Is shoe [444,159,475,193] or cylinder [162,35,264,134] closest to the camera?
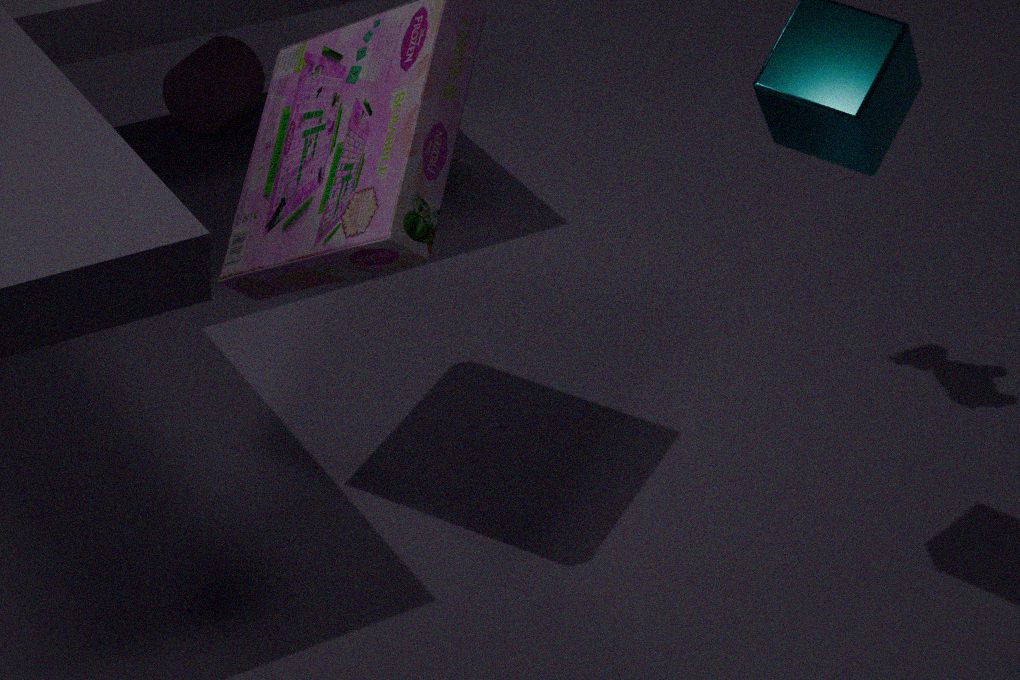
shoe [444,159,475,193]
